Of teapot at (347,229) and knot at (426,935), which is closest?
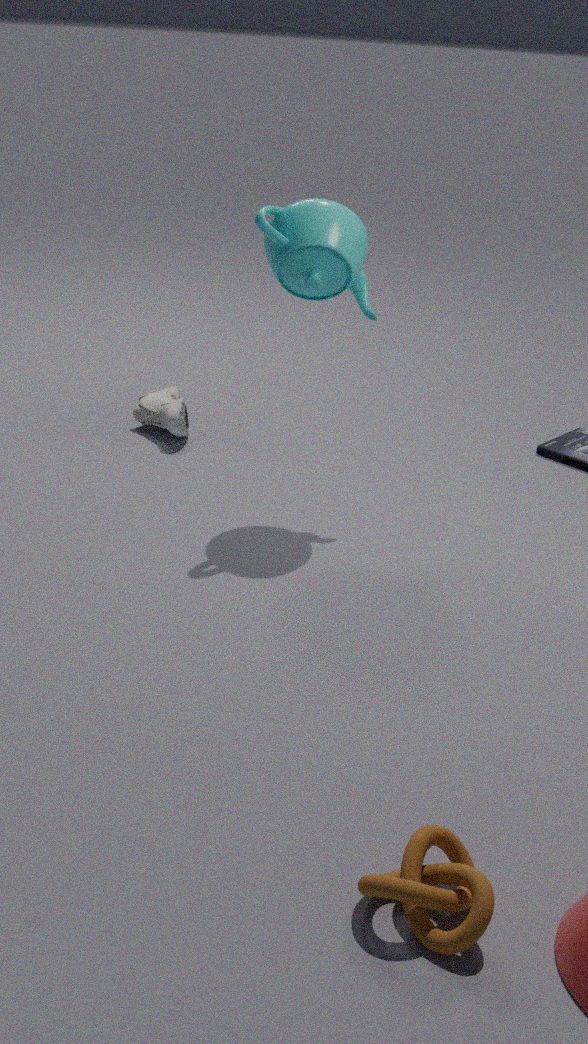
knot at (426,935)
